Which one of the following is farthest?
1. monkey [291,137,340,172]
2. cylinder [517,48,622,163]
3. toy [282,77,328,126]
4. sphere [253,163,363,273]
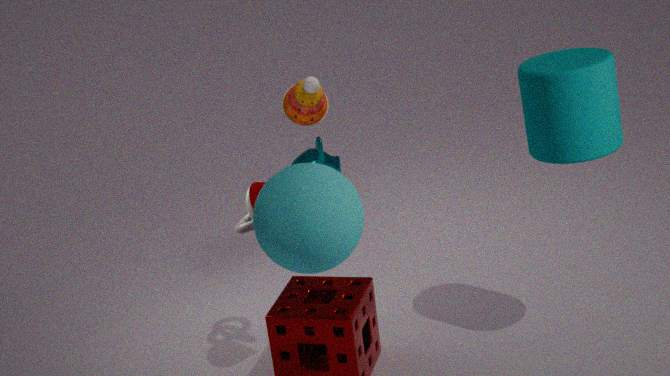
monkey [291,137,340,172]
